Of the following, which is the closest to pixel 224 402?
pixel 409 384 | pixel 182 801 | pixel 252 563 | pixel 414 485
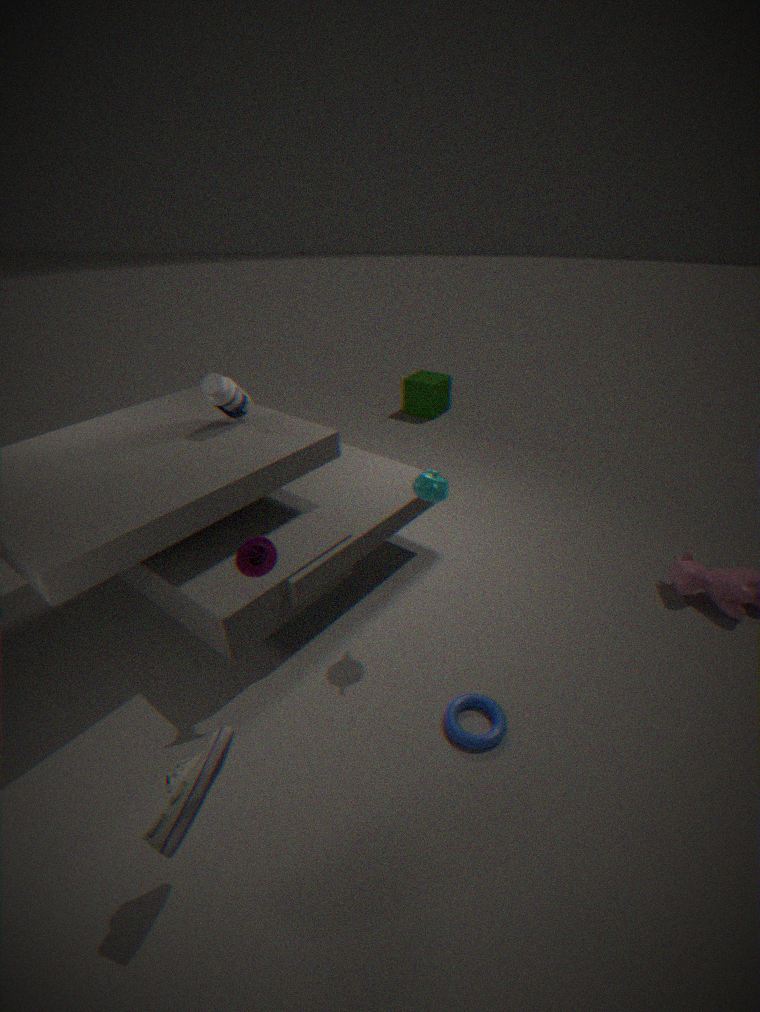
pixel 252 563
